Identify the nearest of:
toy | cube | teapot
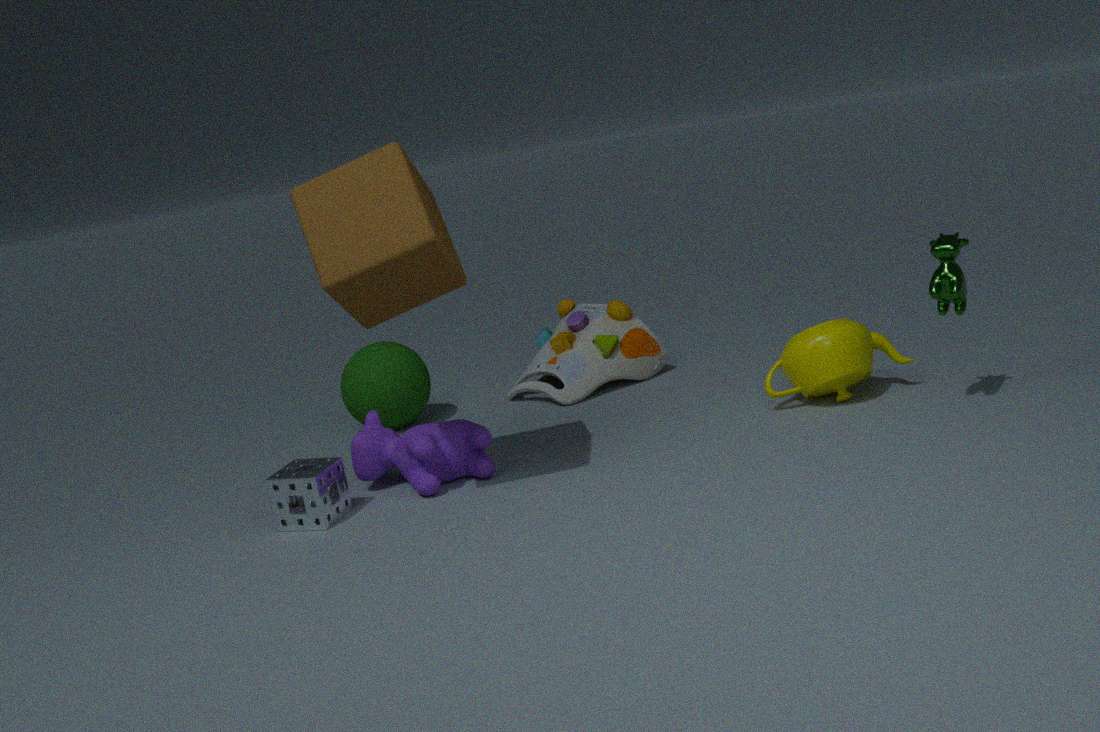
cube
